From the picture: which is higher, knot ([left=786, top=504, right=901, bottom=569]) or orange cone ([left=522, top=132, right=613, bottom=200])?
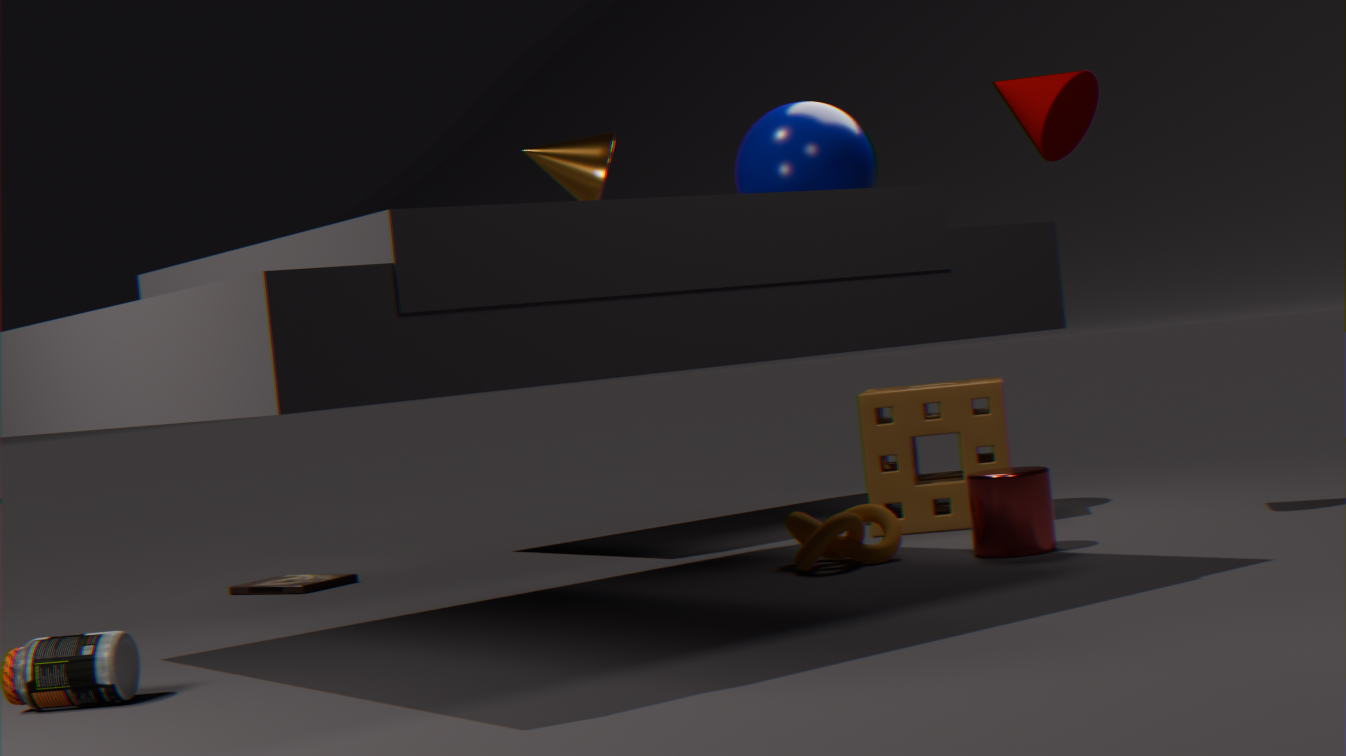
orange cone ([left=522, top=132, right=613, bottom=200])
